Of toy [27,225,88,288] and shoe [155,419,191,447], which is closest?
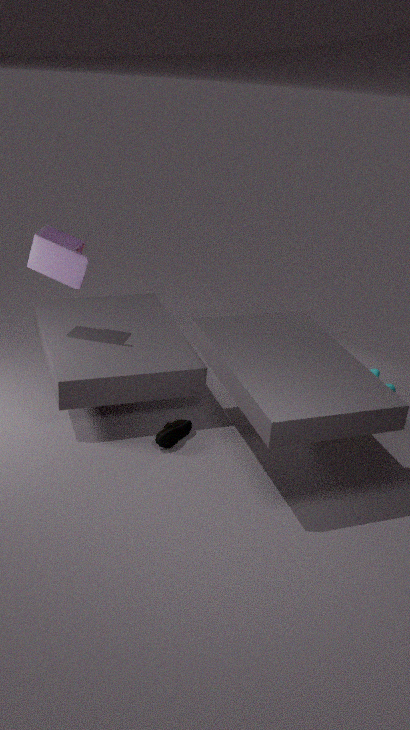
shoe [155,419,191,447]
